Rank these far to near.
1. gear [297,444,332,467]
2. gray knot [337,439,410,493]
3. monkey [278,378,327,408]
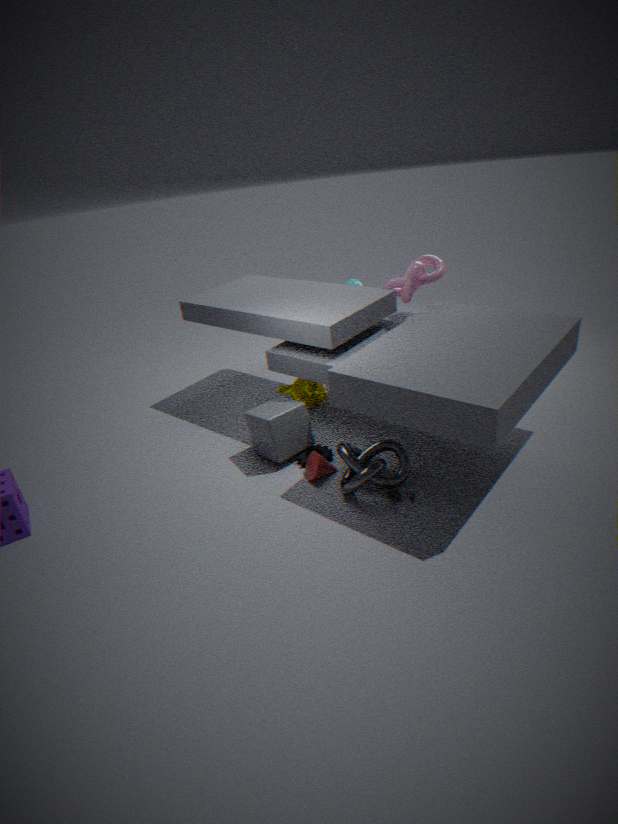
1. monkey [278,378,327,408]
2. gear [297,444,332,467]
3. gray knot [337,439,410,493]
